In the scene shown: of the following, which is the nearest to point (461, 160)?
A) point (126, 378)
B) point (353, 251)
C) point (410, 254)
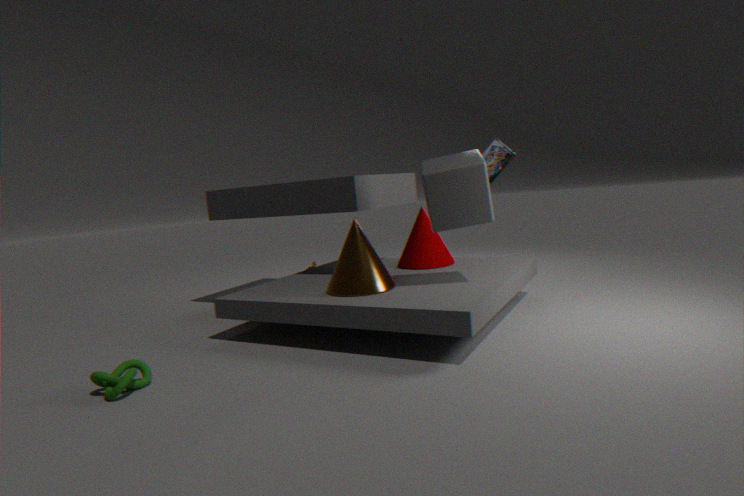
point (353, 251)
